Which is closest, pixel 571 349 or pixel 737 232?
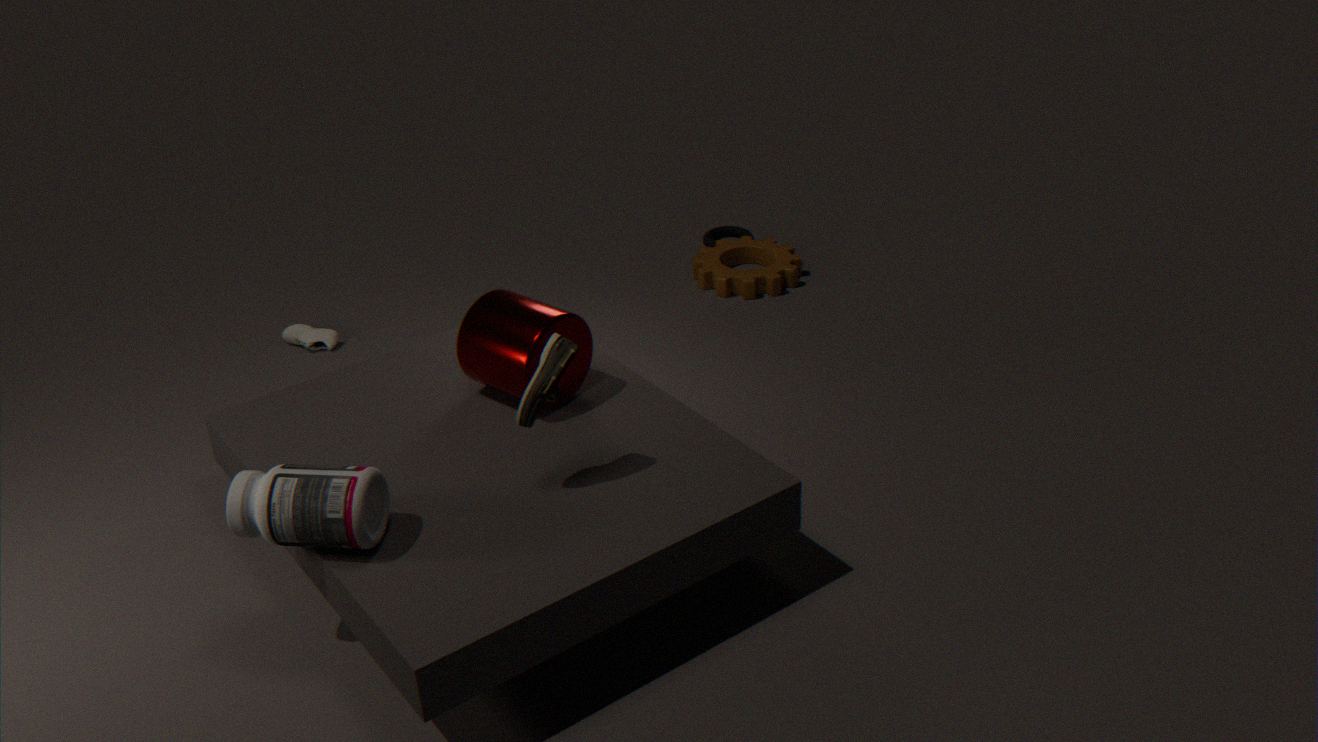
pixel 571 349
